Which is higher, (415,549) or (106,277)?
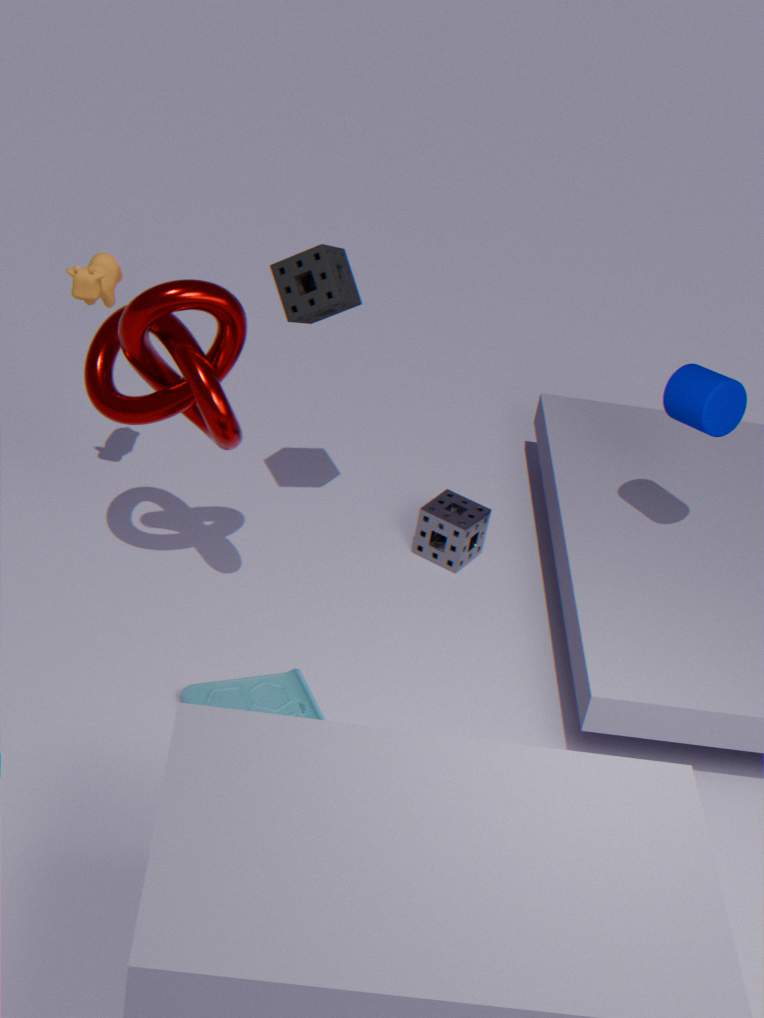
(106,277)
